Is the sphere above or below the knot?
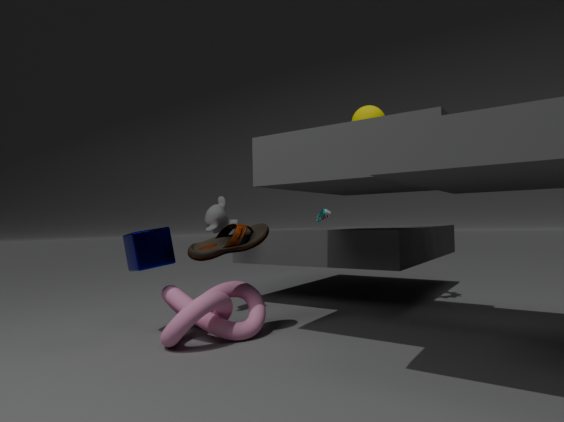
above
